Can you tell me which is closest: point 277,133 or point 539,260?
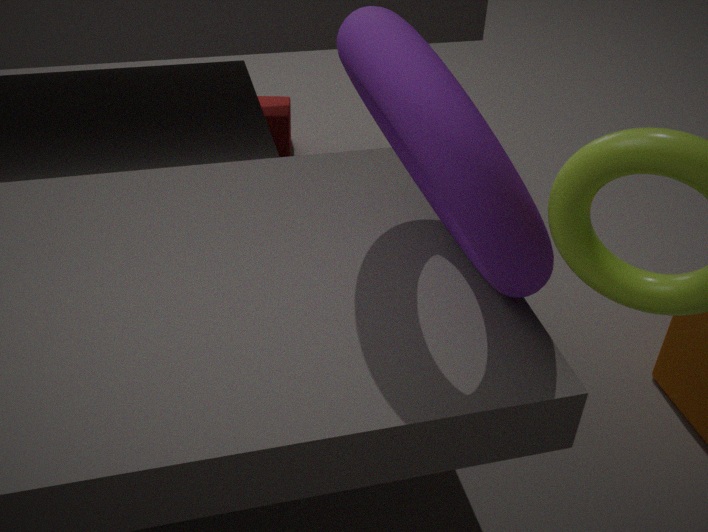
point 539,260
